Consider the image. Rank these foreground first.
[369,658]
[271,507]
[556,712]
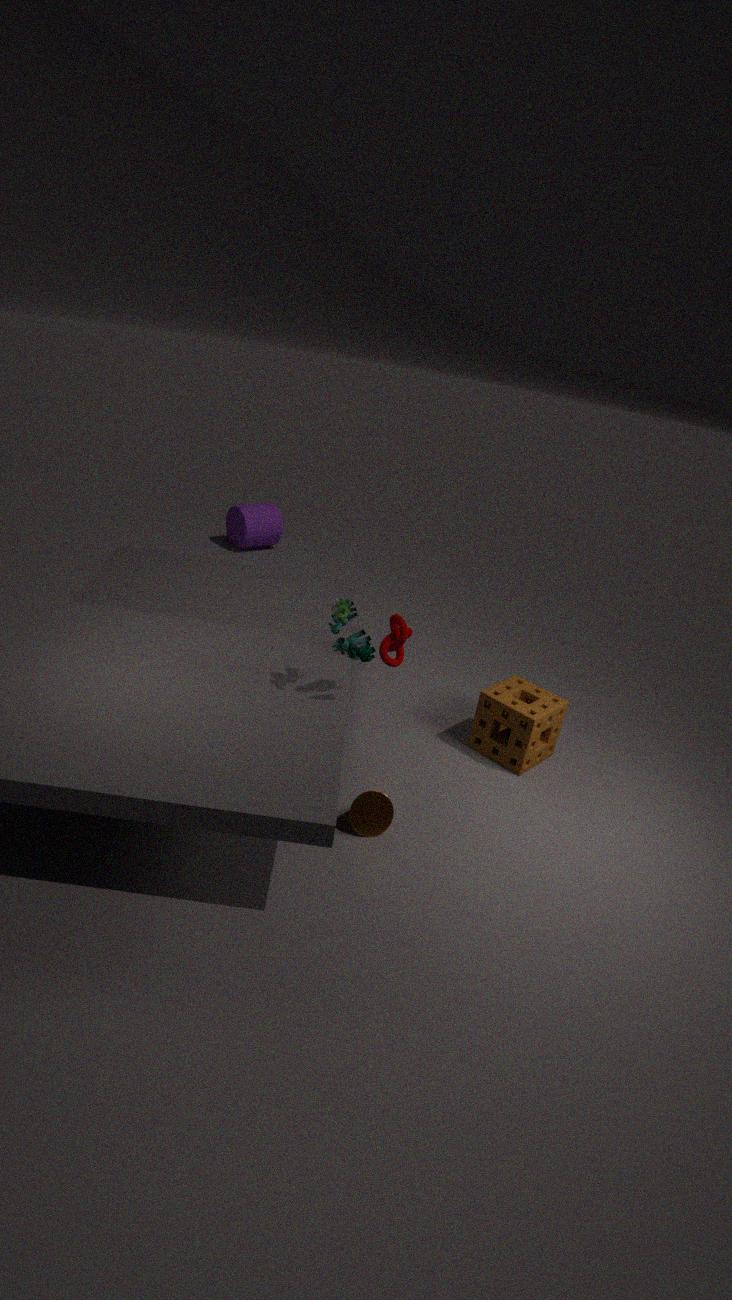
1. [369,658]
2. [556,712]
3. [271,507]
